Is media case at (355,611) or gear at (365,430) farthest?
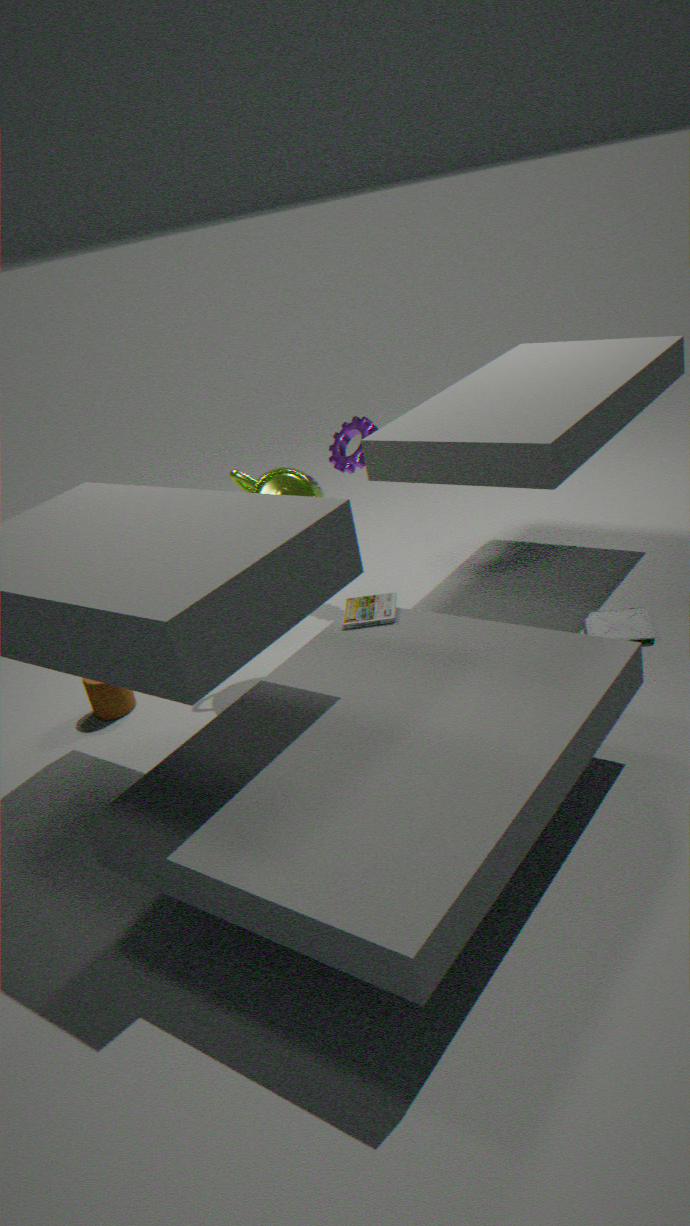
gear at (365,430)
